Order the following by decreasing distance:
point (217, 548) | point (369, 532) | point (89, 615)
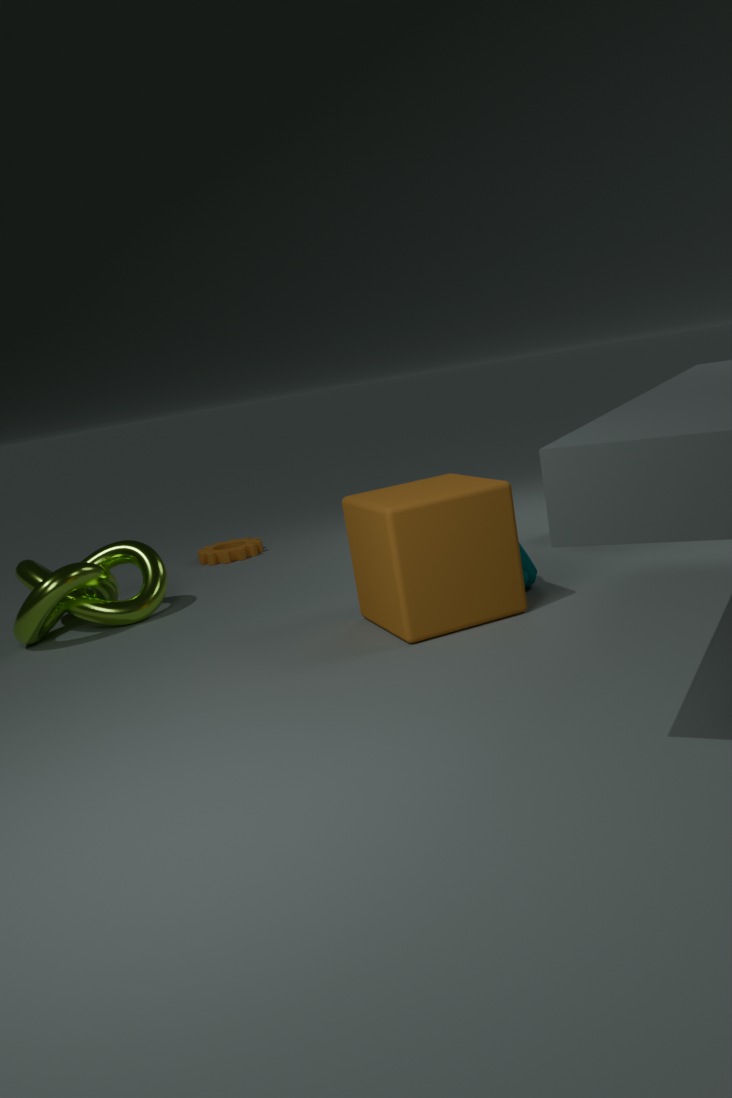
point (217, 548), point (89, 615), point (369, 532)
